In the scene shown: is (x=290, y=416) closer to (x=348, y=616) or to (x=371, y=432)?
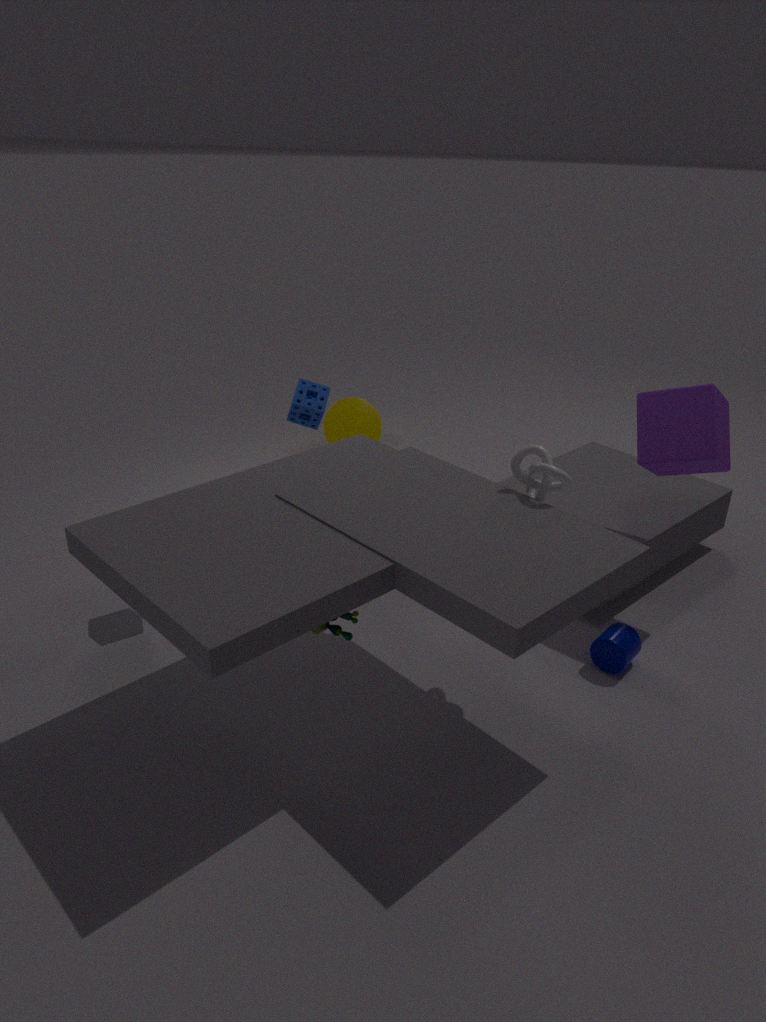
(x=371, y=432)
